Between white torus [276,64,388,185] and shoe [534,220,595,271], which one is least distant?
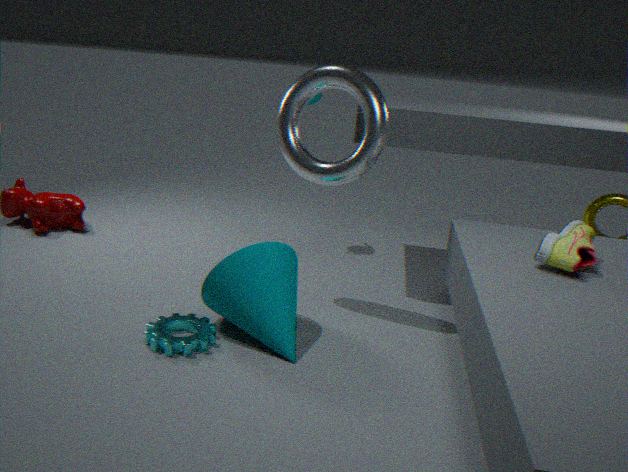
shoe [534,220,595,271]
